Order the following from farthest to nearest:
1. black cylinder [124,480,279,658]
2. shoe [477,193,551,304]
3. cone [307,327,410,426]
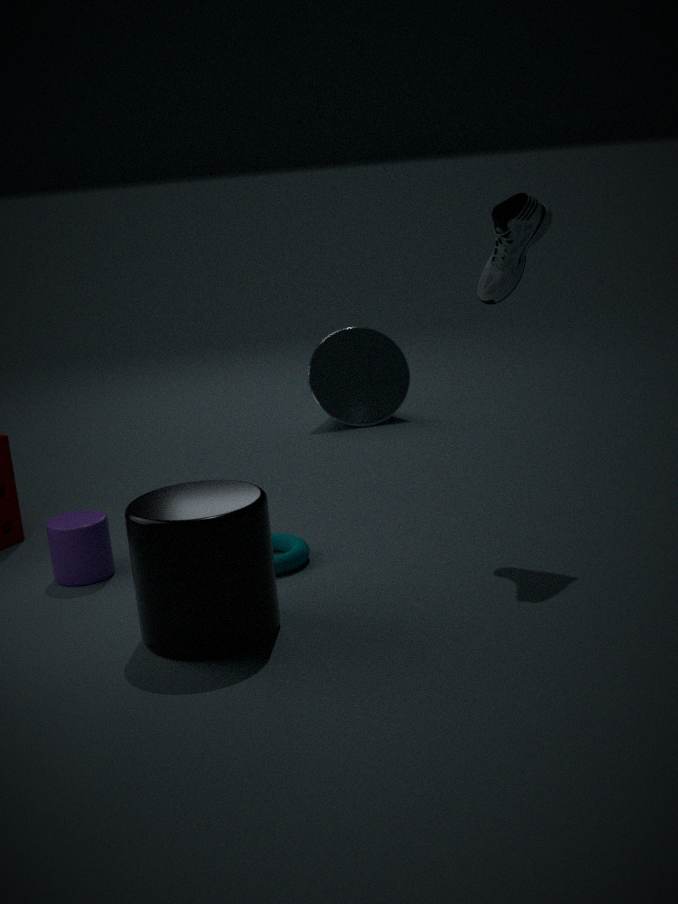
cone [307,327,410,426] → shoe [477,193,551,304] → black cylinder [124,480,279,658]
